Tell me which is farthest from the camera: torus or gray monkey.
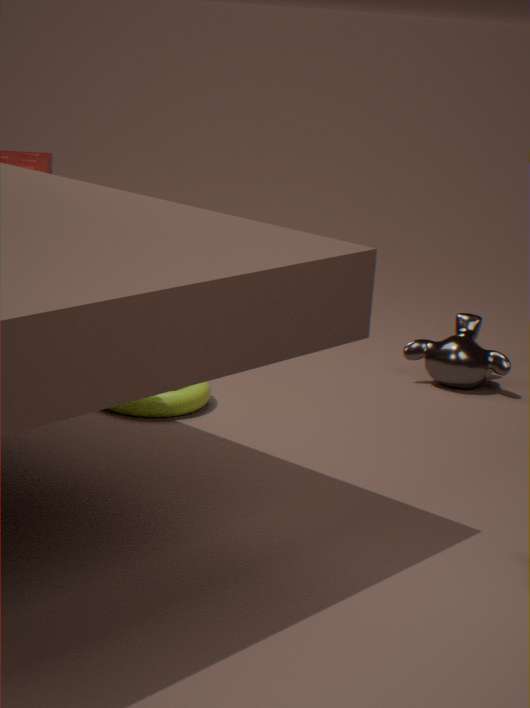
gray monkey
